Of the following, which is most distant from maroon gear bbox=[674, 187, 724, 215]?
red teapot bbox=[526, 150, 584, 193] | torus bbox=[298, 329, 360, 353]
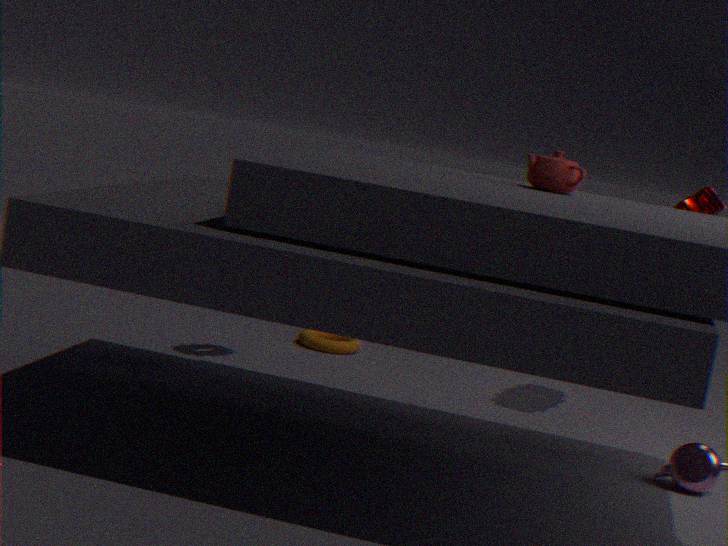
torus bbox=[298, 329, 360, 353]
